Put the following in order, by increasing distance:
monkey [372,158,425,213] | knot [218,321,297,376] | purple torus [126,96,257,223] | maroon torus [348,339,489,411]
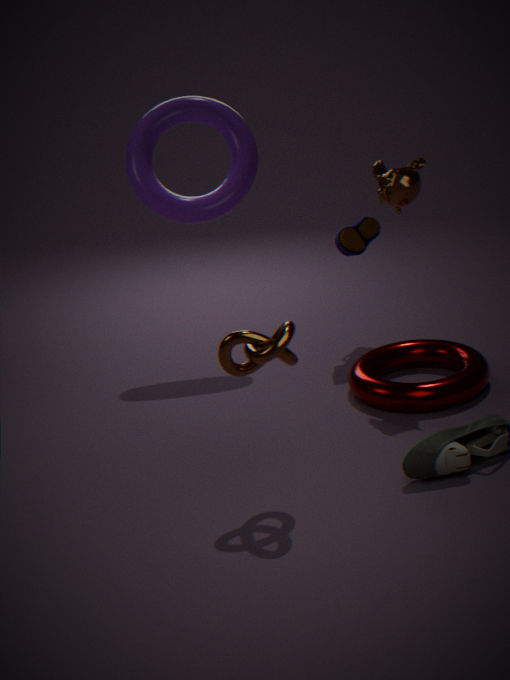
knot [218,321,297,376] → monkey [372,158,425,213] → maroon torus [348,339,489,411] → purple torus [126,96,257,223]
